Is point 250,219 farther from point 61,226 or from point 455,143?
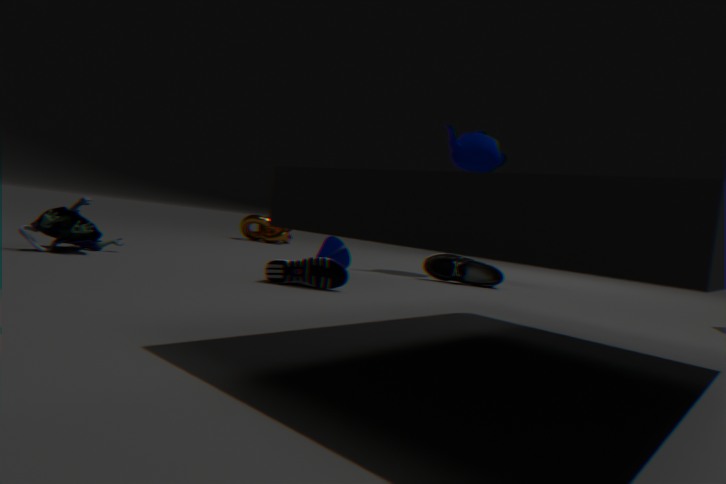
point 61,226
